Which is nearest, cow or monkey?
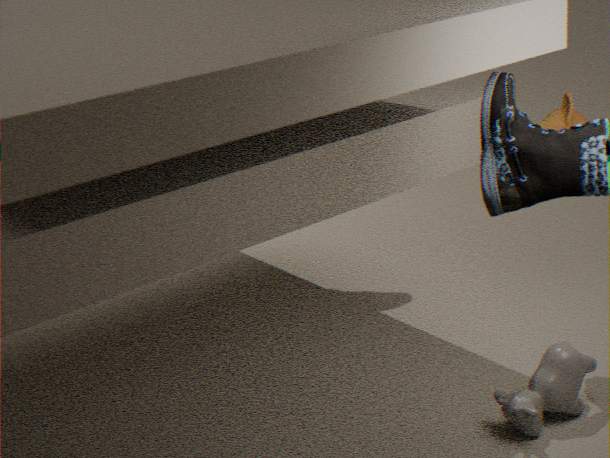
cow
